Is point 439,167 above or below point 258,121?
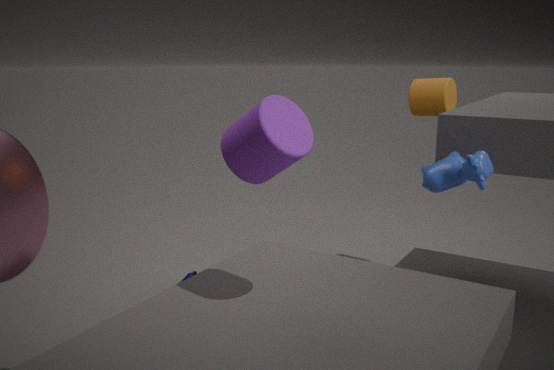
below
